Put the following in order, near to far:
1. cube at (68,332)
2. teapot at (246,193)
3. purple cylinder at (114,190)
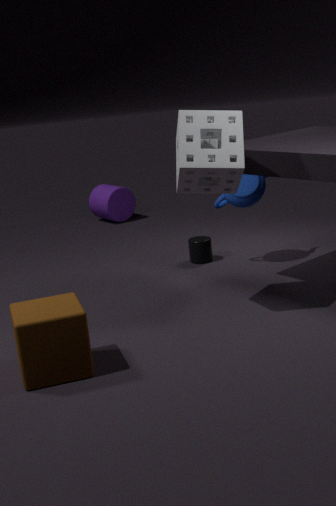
cube at (68,332)
teapot at (246,193)
purple cylinder at (114,190)
